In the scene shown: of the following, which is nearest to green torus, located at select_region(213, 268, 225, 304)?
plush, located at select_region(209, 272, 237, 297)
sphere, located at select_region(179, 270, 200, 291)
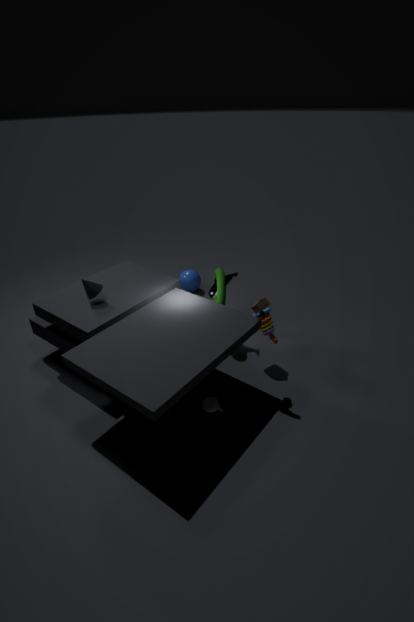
plush, located at select_region(209, 272, 237, 297)
